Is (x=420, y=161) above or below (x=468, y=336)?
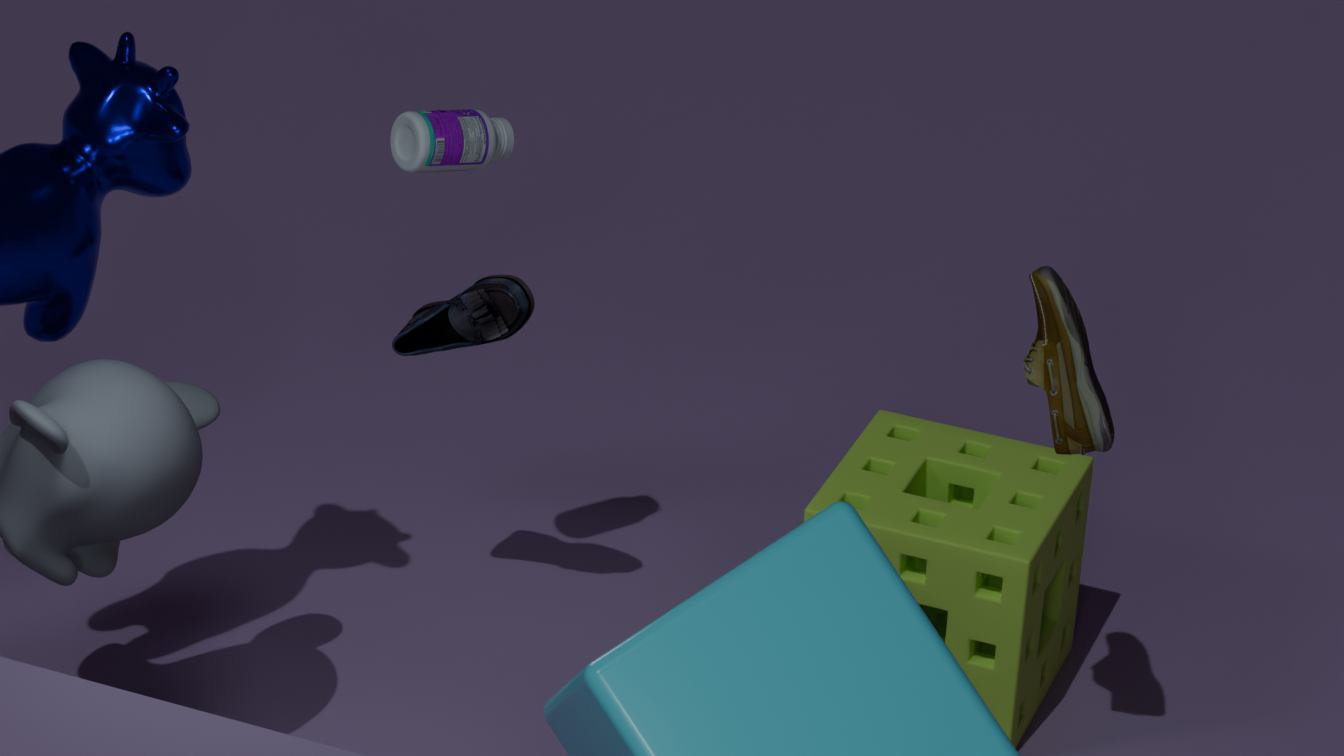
above
